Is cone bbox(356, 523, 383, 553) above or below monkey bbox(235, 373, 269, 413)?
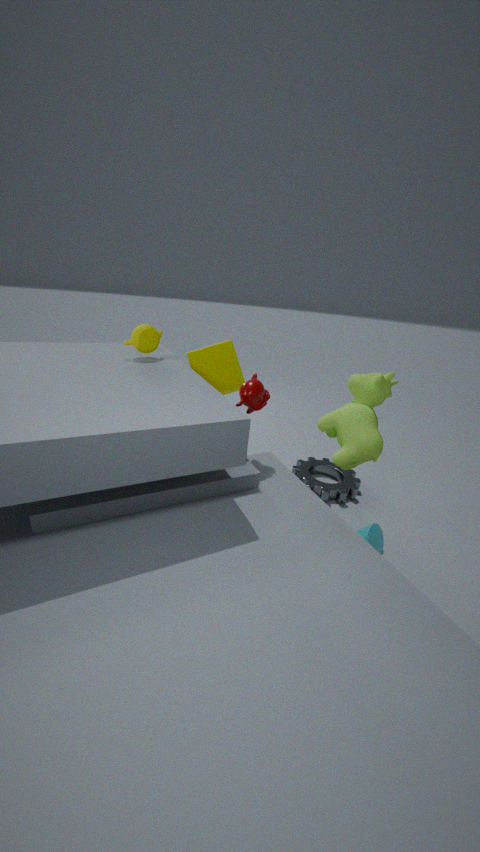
below
